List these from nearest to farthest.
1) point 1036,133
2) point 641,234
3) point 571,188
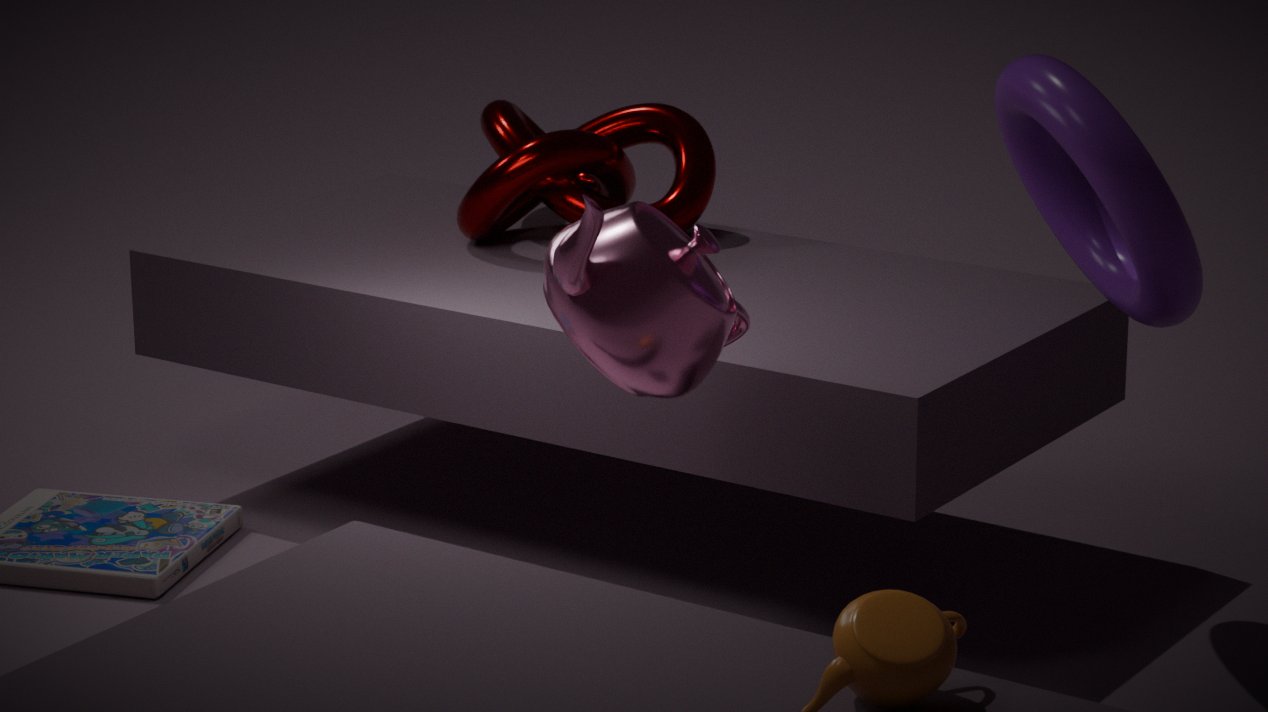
2 < 1 < 3
